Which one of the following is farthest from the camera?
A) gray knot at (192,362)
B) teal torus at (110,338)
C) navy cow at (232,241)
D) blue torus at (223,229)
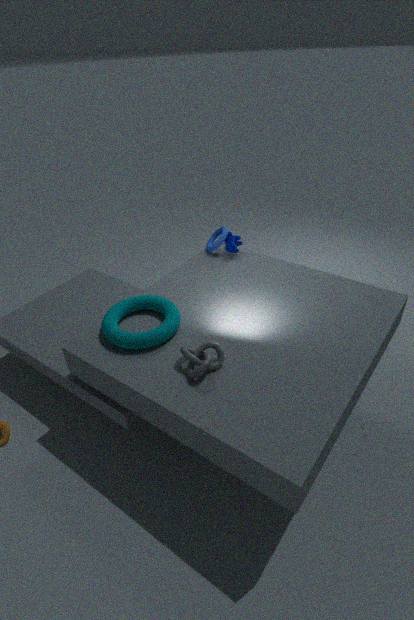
blue torus at (223,229)
